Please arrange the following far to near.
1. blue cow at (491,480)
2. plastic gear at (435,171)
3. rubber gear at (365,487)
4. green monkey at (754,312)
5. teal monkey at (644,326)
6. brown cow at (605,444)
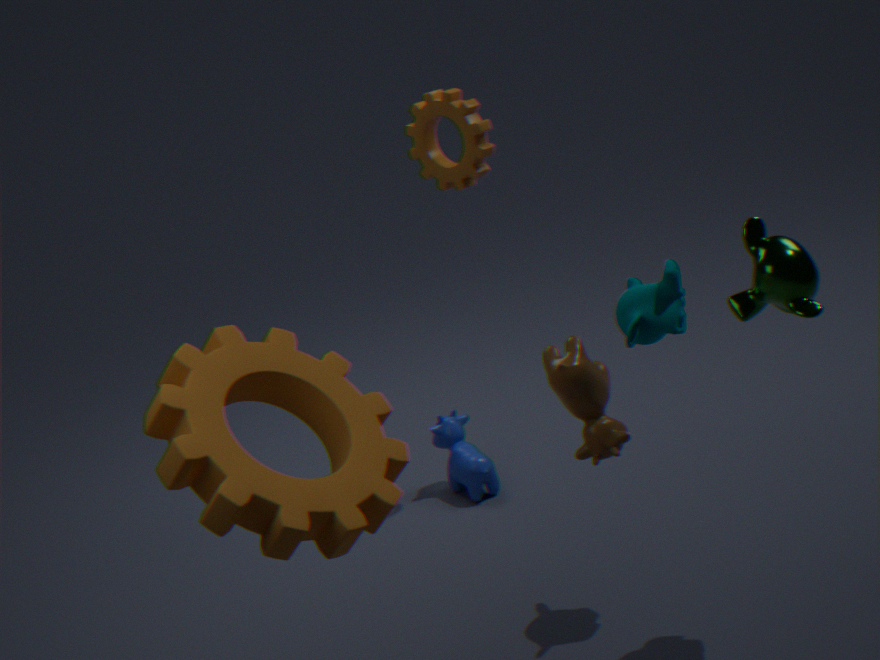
blue cow at (491,480), plastic gear at (435,171), teal monkey at (644,326), green monkey at (754,312), brown cow at (605,444), rubber gear at (365,487)
